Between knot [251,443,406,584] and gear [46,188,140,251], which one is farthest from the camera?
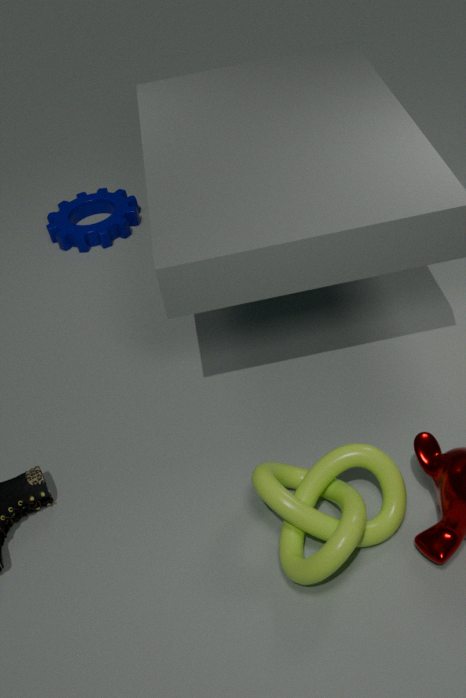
gear [46,188,140,251]
